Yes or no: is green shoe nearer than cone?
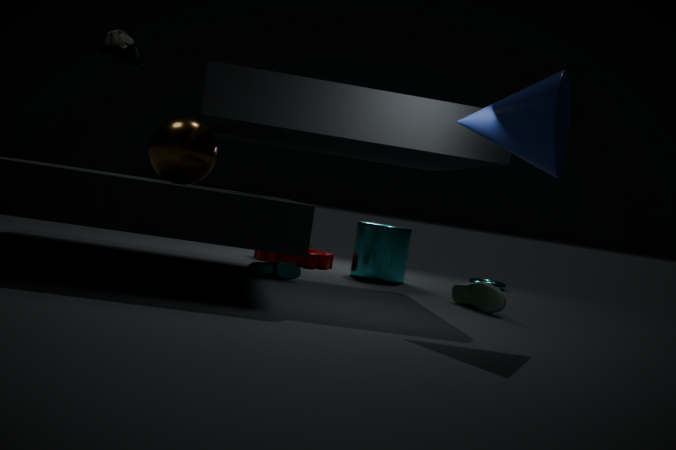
No
